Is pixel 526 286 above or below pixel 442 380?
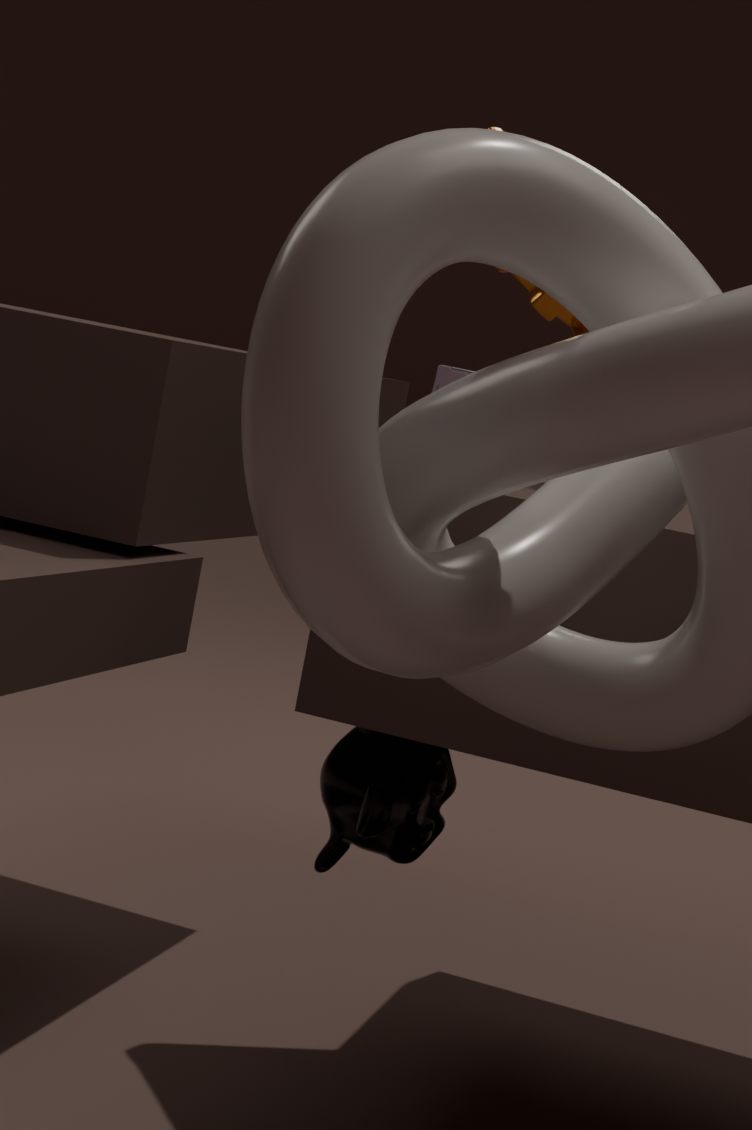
above
